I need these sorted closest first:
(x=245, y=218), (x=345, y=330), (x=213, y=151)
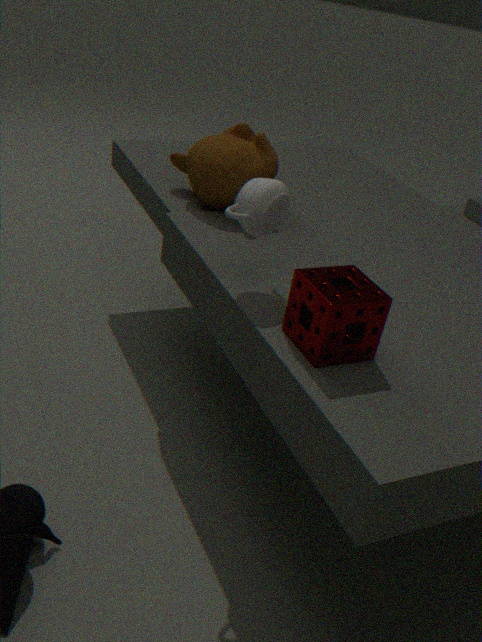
(x=345, y=330) → (x=245, y=218) → (x=213, y=151)
